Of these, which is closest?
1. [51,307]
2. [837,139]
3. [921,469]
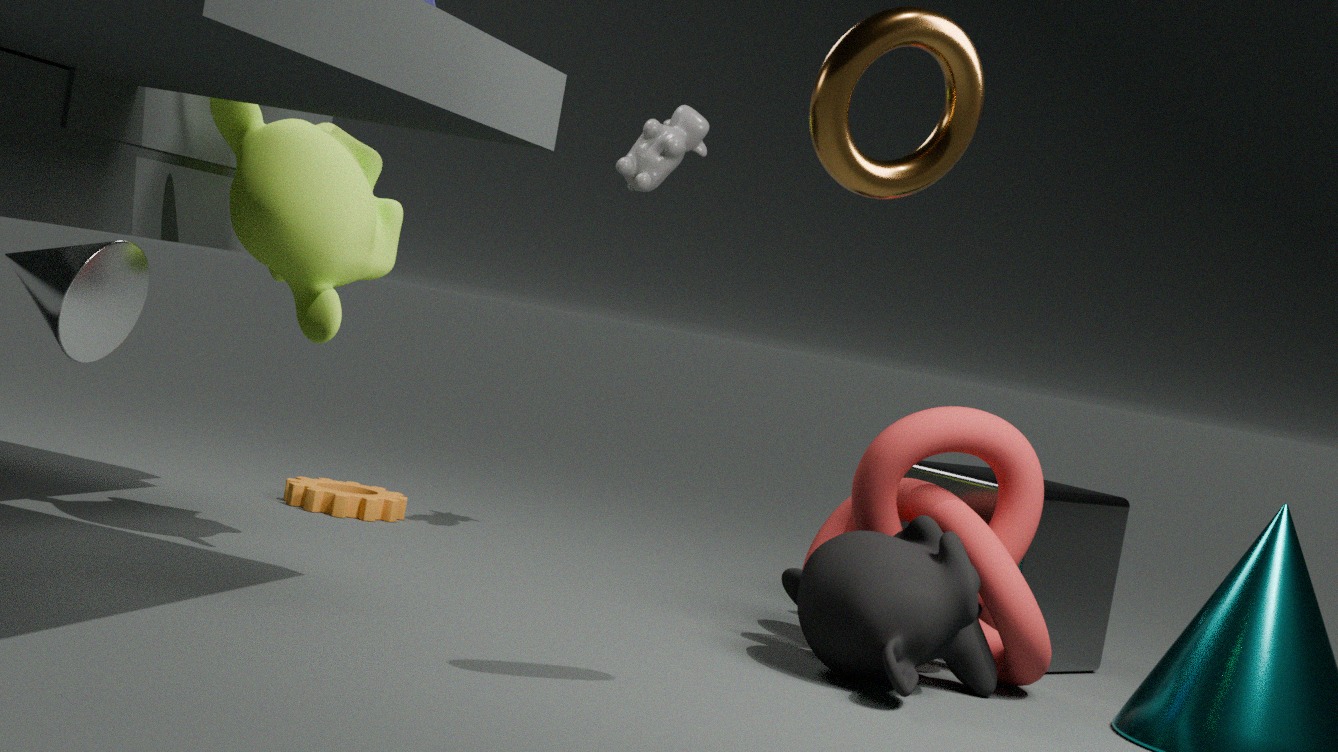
[837,139]
